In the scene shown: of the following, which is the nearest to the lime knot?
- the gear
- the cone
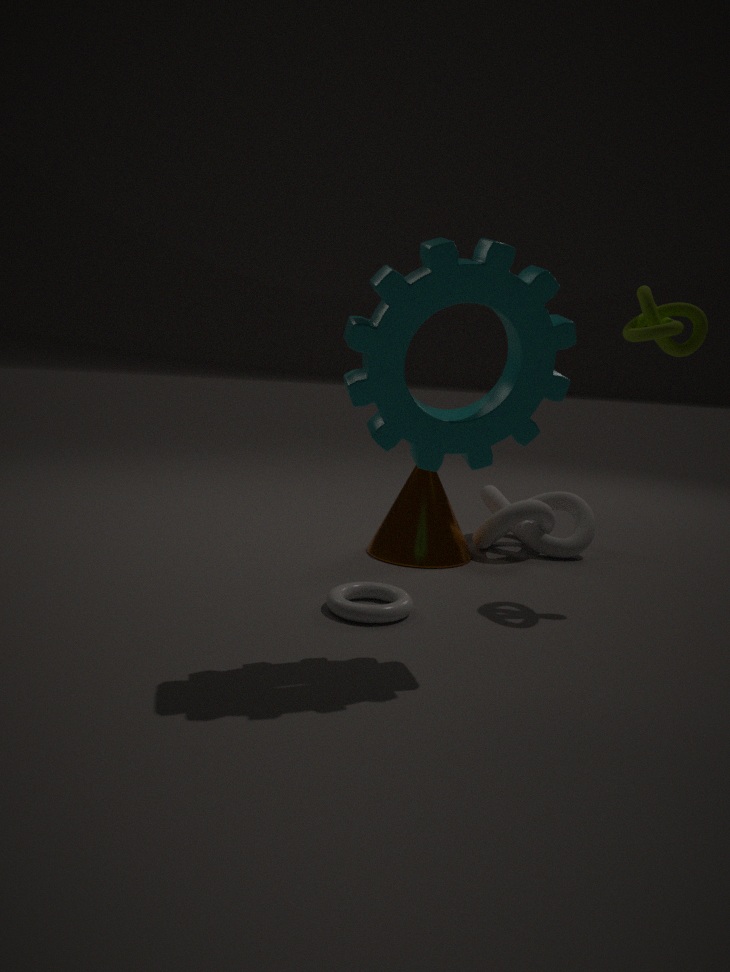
the gear
